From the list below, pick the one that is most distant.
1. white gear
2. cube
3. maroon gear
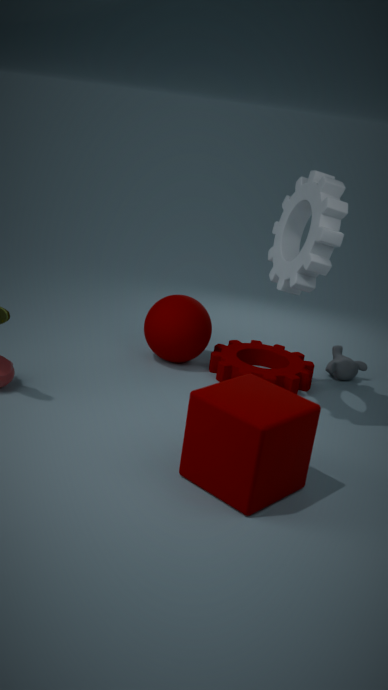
maroon gear
